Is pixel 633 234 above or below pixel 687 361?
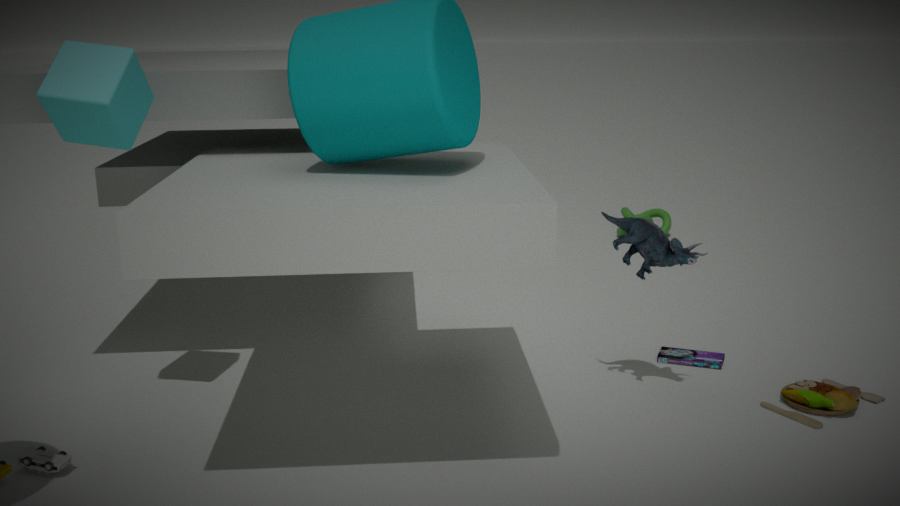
above
